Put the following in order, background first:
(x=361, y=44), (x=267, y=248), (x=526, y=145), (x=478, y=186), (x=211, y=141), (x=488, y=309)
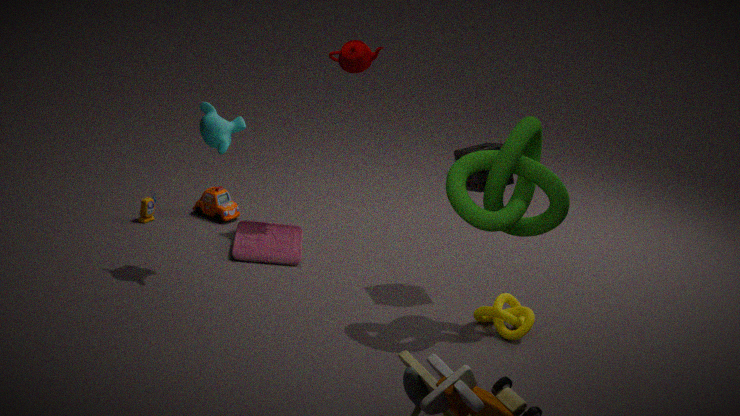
(x=267, y=248)
(x=361, y=44)
(x=478, y=186)
(x=488, y=309)
(x=211, y=141)
(x=526, y=145)
